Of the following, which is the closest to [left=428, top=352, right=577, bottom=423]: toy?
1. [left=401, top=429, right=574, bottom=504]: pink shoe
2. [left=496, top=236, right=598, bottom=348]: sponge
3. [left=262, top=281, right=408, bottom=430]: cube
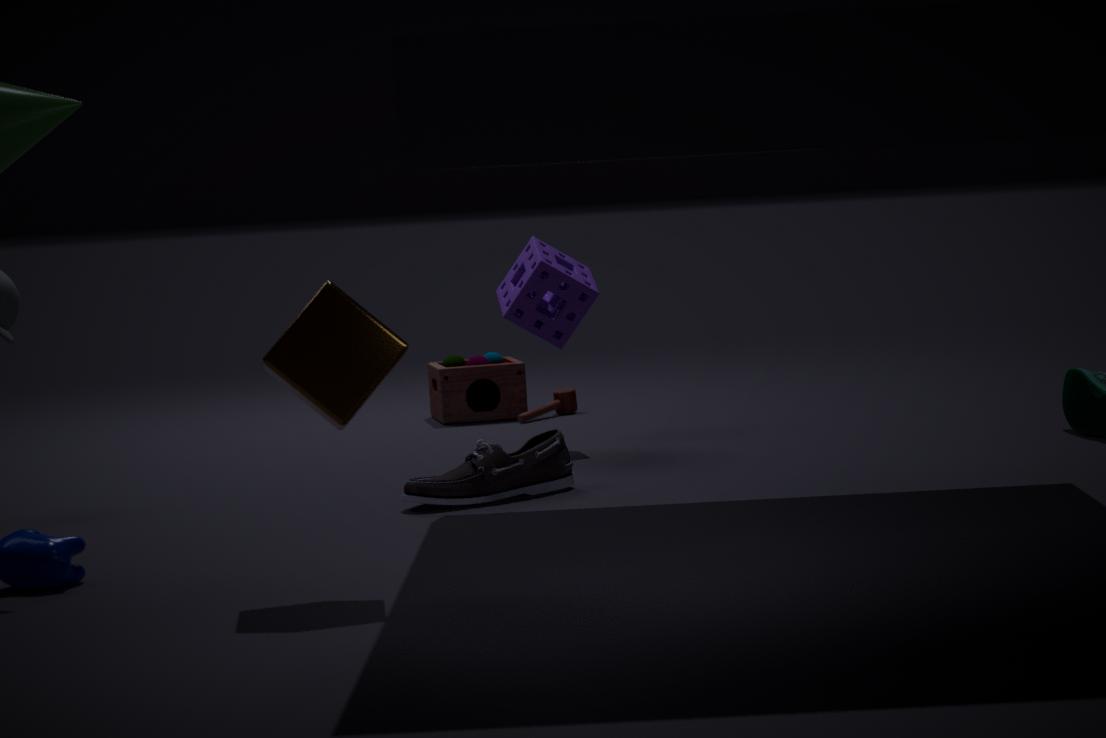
[left=496, top=236, right=598, bottom=348]: sponge
